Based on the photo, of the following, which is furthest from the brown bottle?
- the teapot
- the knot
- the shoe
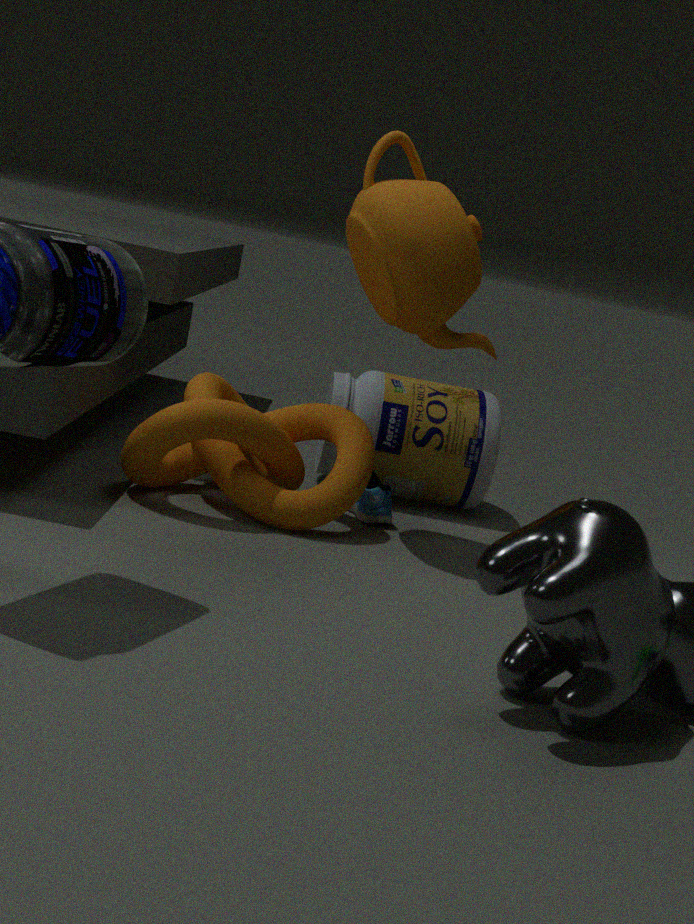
the teapot
